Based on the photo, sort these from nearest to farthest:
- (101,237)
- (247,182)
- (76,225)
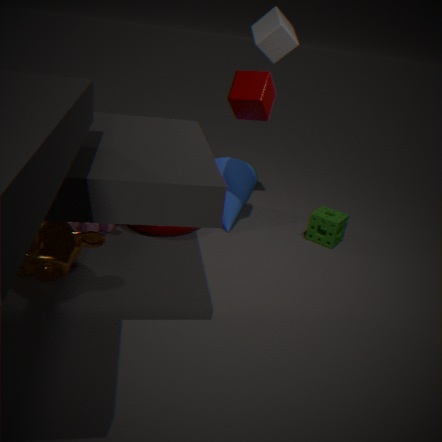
1. (101,237)
2. (76,225)
3. (247,182)
